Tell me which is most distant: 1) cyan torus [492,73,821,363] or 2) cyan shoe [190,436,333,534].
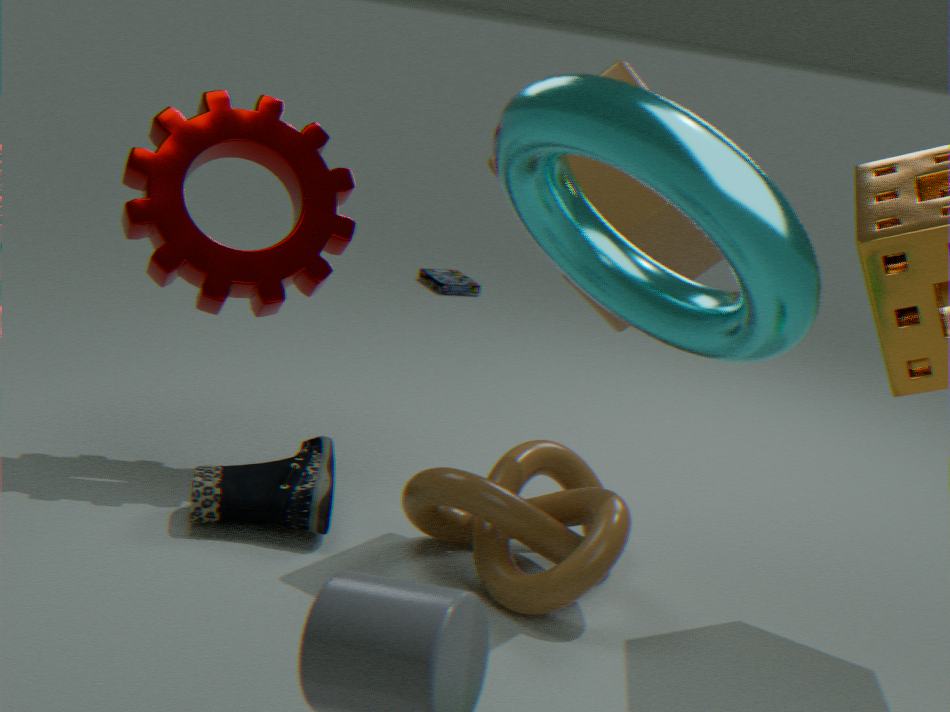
2. cyan shoe [190,436,333,534]
